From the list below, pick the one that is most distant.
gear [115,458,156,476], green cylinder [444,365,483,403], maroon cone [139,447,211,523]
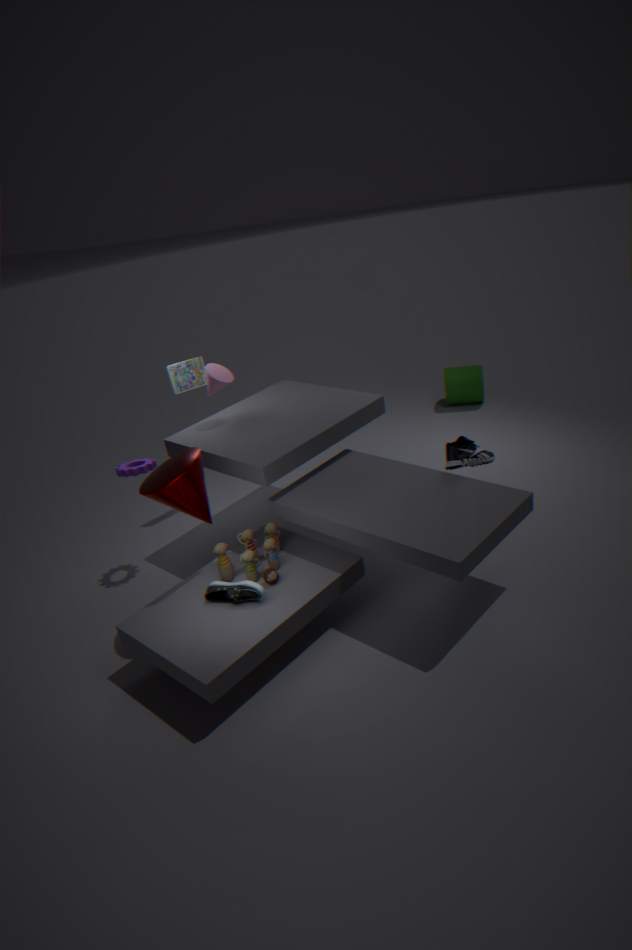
green cylinder [444,365,483,403]
